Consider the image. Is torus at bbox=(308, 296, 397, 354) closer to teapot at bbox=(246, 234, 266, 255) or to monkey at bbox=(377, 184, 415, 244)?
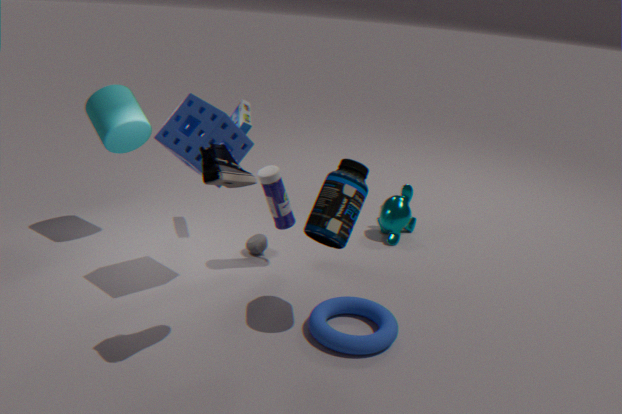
teapot at bbox=(246, 234, 266, 255)
